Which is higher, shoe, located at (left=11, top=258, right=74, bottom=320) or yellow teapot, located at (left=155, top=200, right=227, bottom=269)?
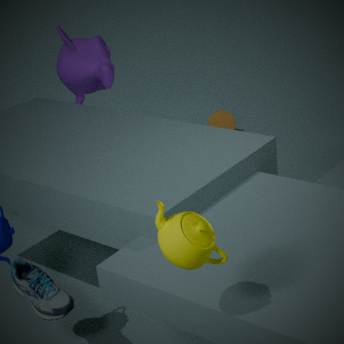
yellow teapot, located at (left=155, top=200, right=227, bottom=269)
